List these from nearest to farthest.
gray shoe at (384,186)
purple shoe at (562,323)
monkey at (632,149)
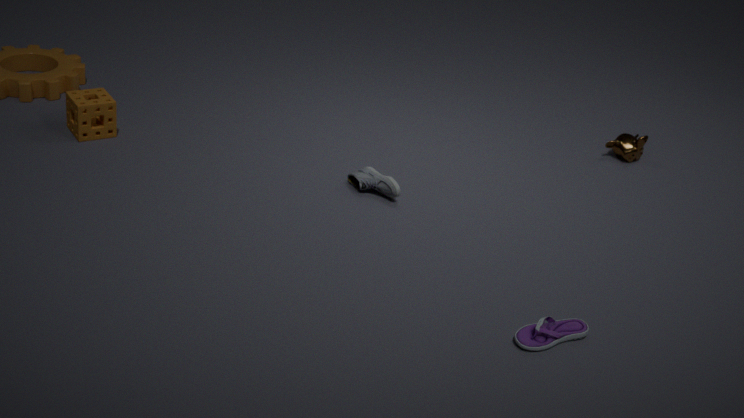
purple shoe at (562,323)
gray shoe at (384,186)
monkey at (632,149)
